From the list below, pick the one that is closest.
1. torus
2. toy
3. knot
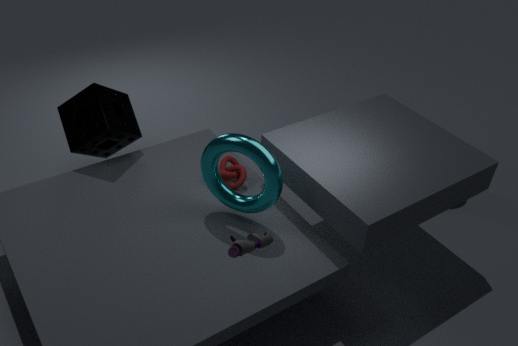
toy
